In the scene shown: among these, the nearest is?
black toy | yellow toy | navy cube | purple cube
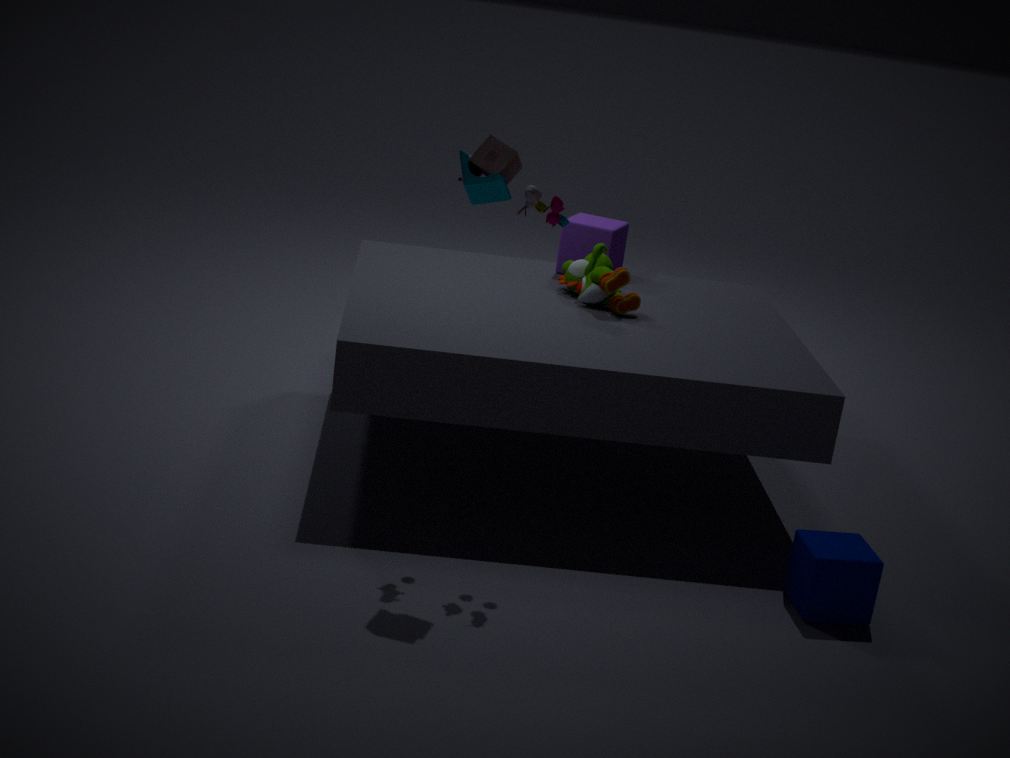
black toy
